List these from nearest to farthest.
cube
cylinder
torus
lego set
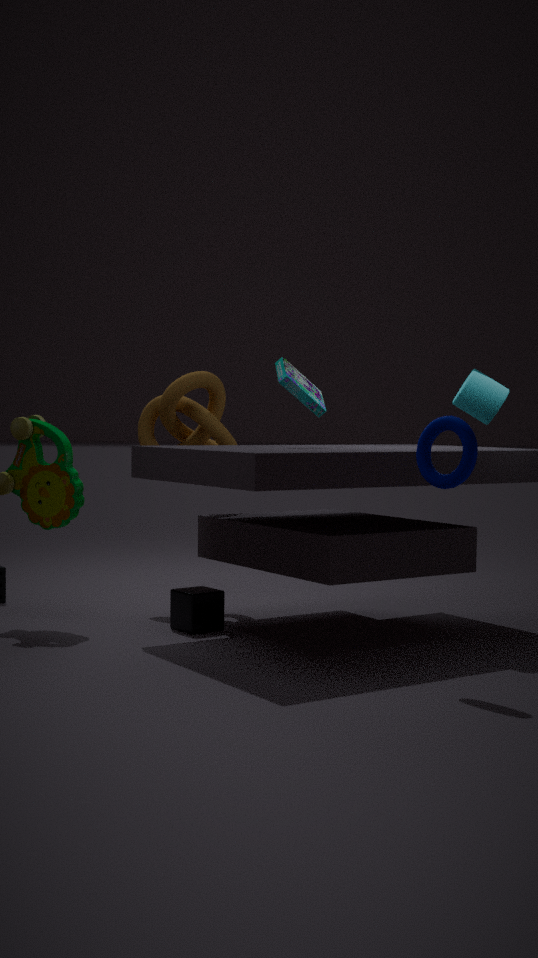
torus
cylinder
lego set
cube
